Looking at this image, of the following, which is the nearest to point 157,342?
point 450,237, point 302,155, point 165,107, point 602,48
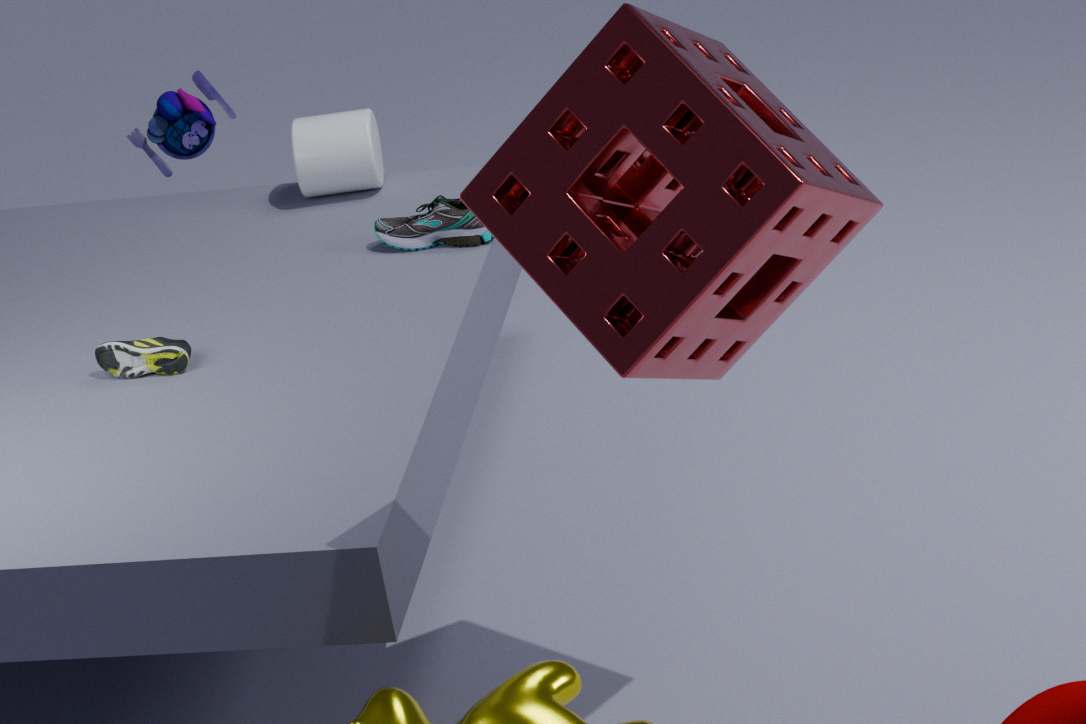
point 450,237
